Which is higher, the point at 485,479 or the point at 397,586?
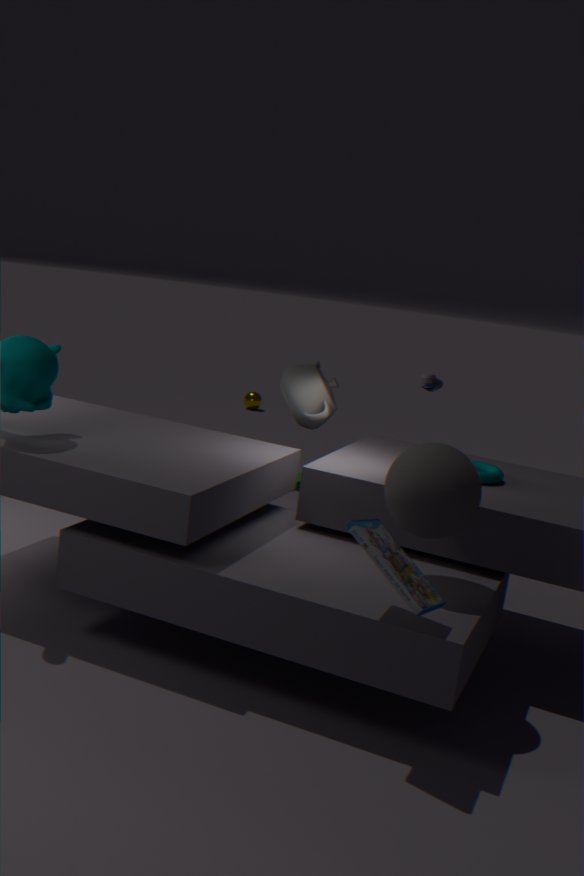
the point at 485,479
